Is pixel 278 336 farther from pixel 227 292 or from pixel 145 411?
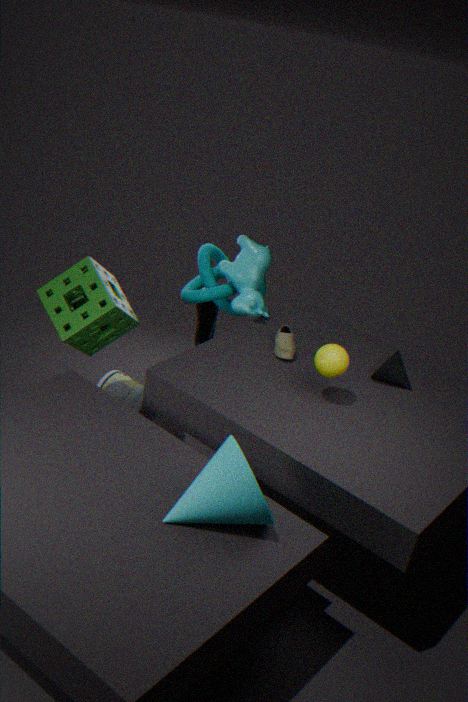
pixel 145 411
